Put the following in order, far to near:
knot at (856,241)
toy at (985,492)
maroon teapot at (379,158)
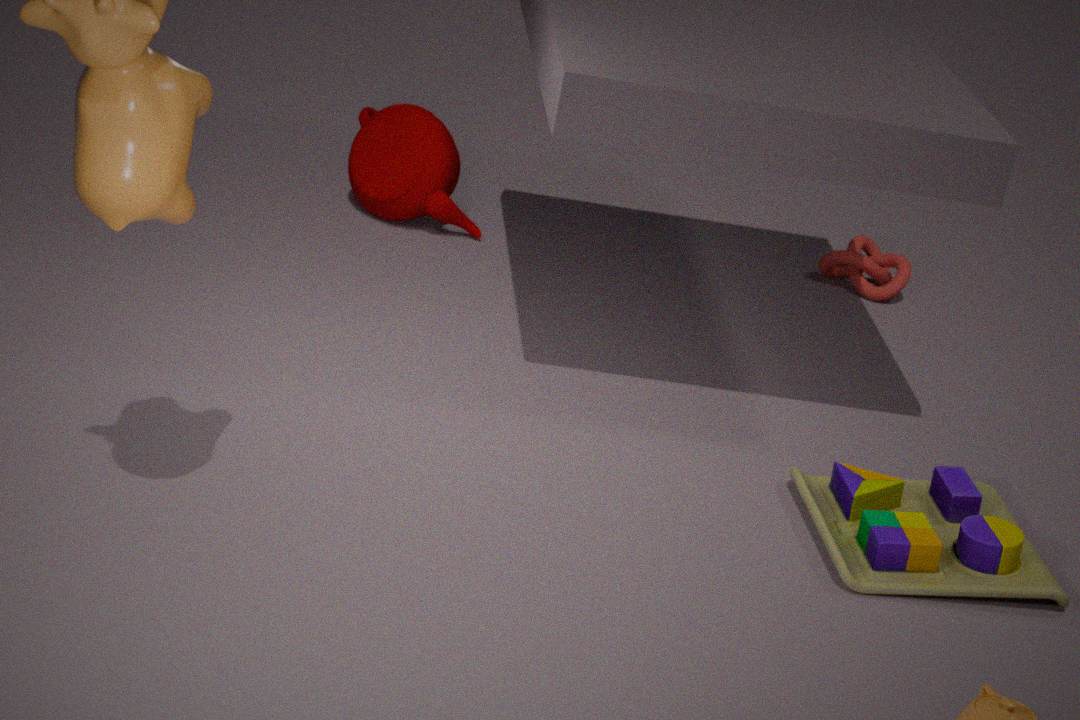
knot at (856,241) → maroon teapot at (379,158) → toy at (985,492)
